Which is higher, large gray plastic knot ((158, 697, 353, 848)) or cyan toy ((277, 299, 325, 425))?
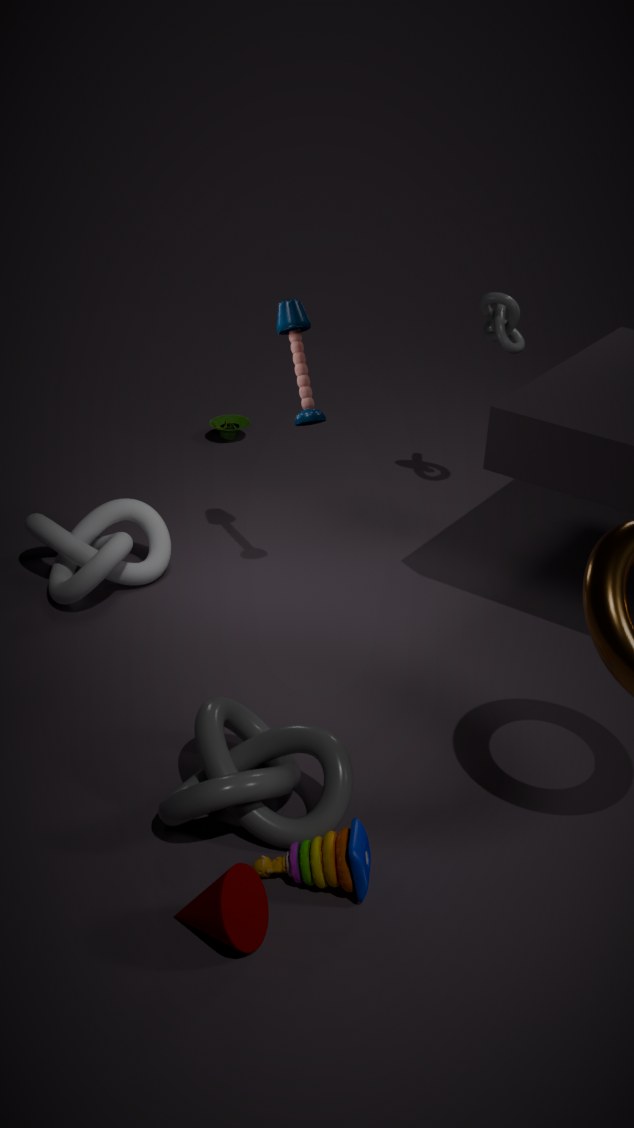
cyan toy ((277, 299, 325, 425))
